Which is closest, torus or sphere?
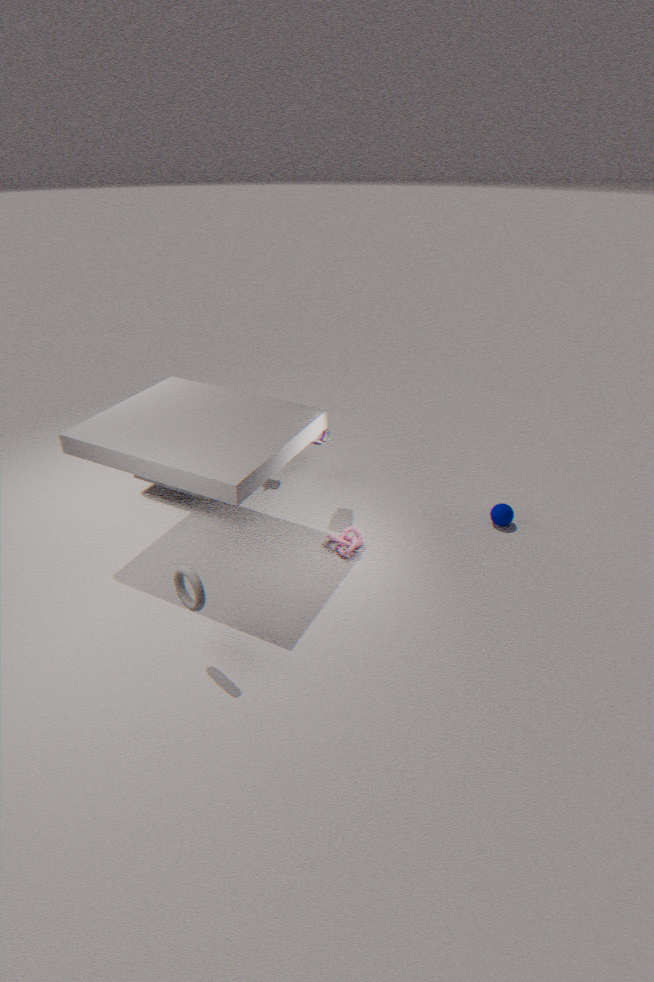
torus
